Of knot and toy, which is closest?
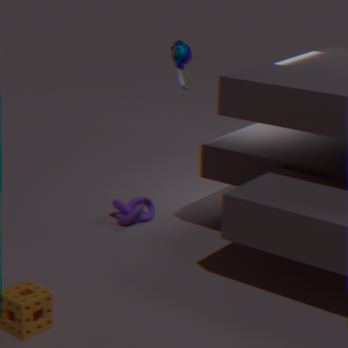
A: toy
